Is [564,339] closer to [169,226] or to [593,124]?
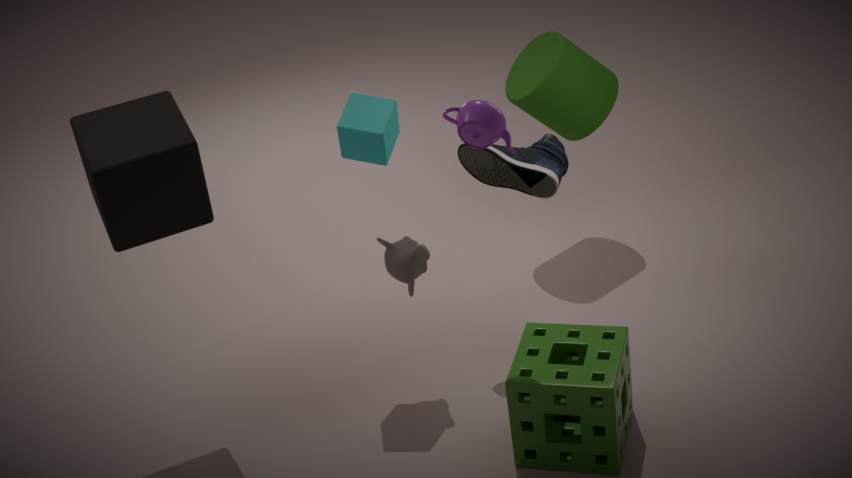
[593,124]
